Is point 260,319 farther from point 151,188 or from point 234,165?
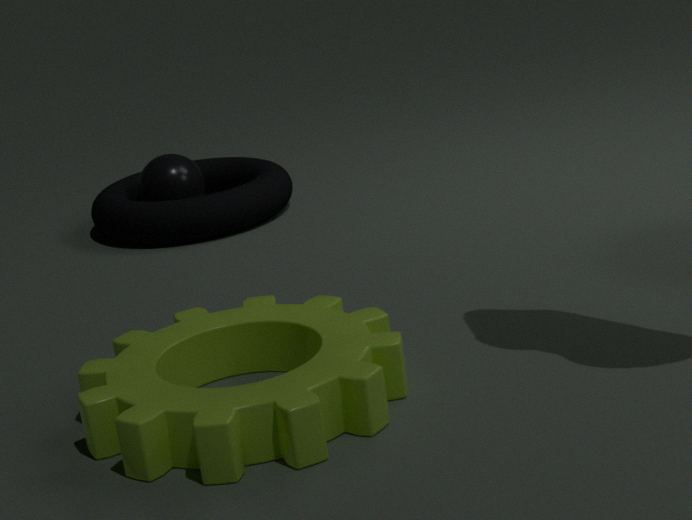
point 151,188
